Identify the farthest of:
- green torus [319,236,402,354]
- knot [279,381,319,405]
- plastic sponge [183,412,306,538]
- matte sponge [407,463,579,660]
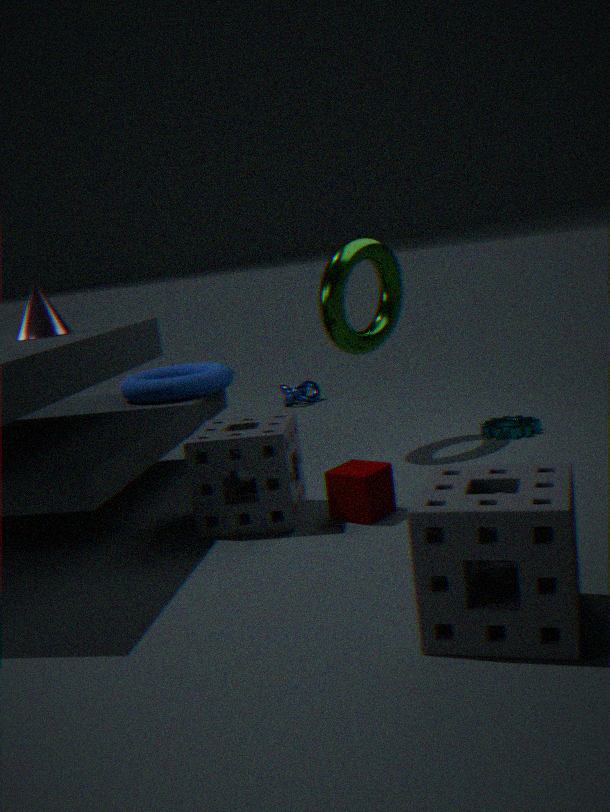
knot [279,381,319,405]
